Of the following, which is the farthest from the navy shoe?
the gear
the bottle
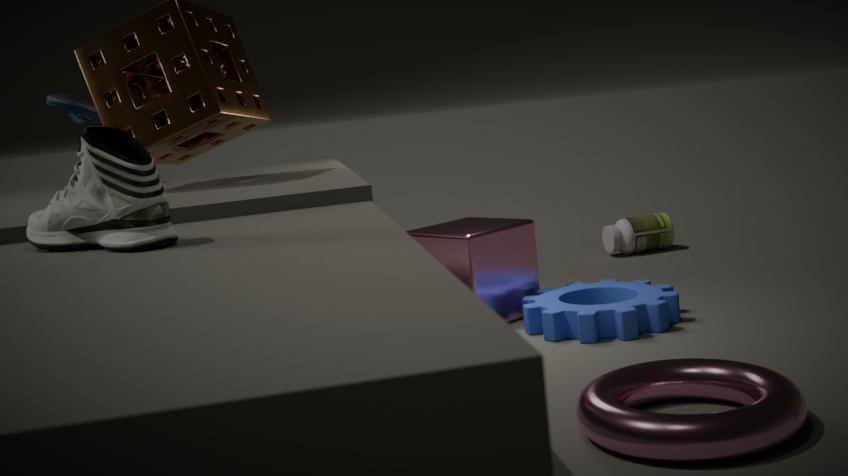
the bottle
